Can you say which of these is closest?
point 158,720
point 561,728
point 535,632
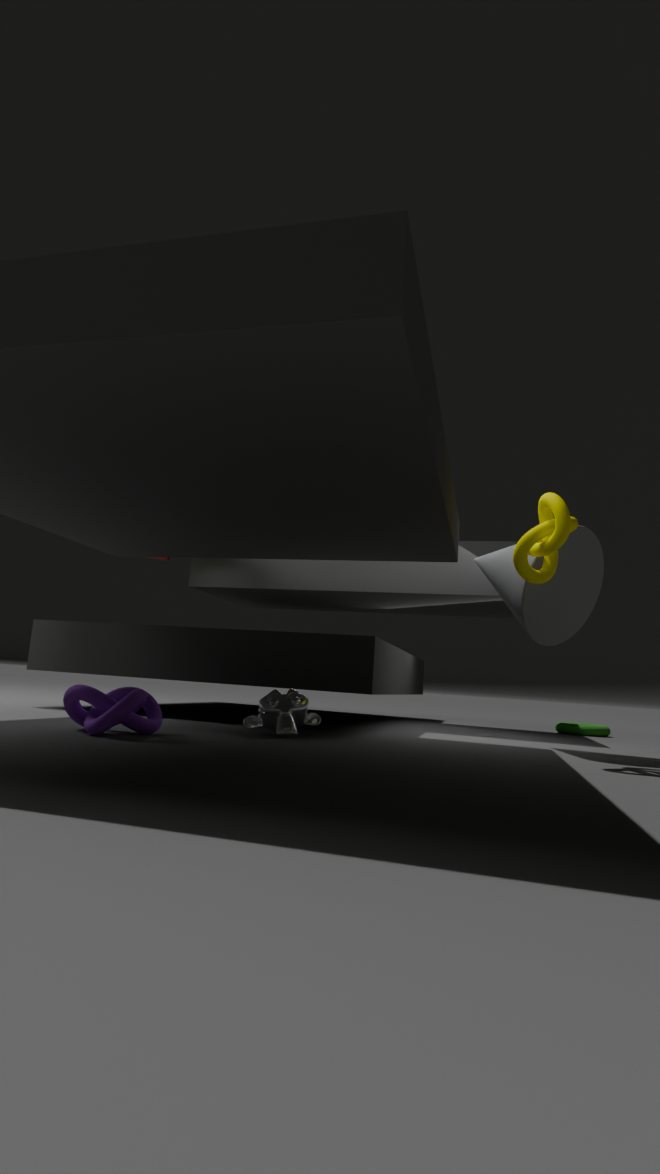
point 158,720
